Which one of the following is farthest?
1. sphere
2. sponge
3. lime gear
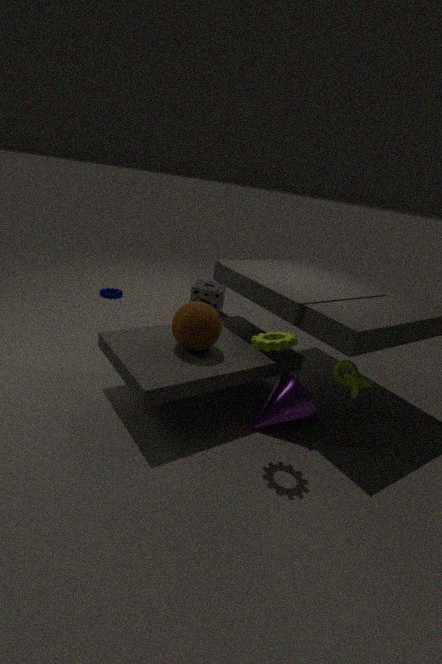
sponge
